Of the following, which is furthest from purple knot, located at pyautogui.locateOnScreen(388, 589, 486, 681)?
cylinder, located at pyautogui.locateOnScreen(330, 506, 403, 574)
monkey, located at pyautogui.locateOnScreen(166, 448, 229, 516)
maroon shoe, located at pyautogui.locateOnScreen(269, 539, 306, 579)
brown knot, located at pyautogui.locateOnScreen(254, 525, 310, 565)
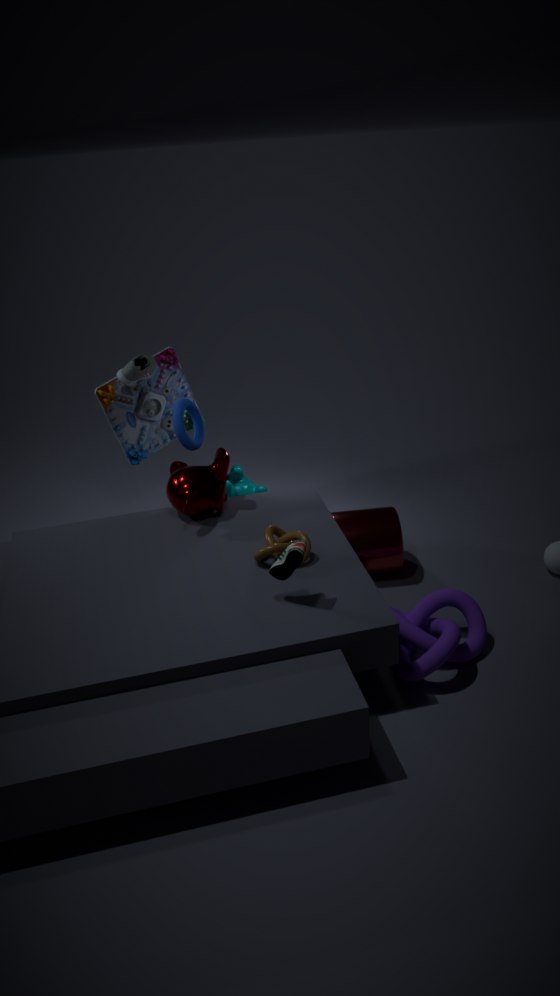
monkey, located at pyautogui.locateOnScreen(166, 448, 229, 516)
